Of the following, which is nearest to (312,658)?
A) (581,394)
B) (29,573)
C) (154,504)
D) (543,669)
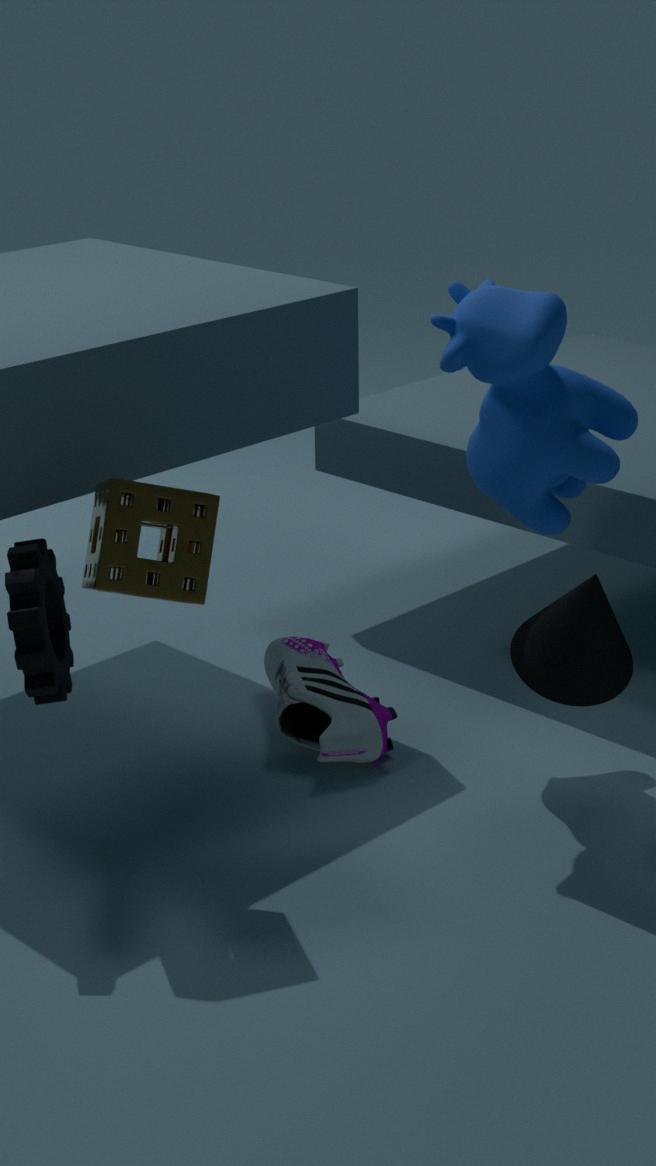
(543,669)
